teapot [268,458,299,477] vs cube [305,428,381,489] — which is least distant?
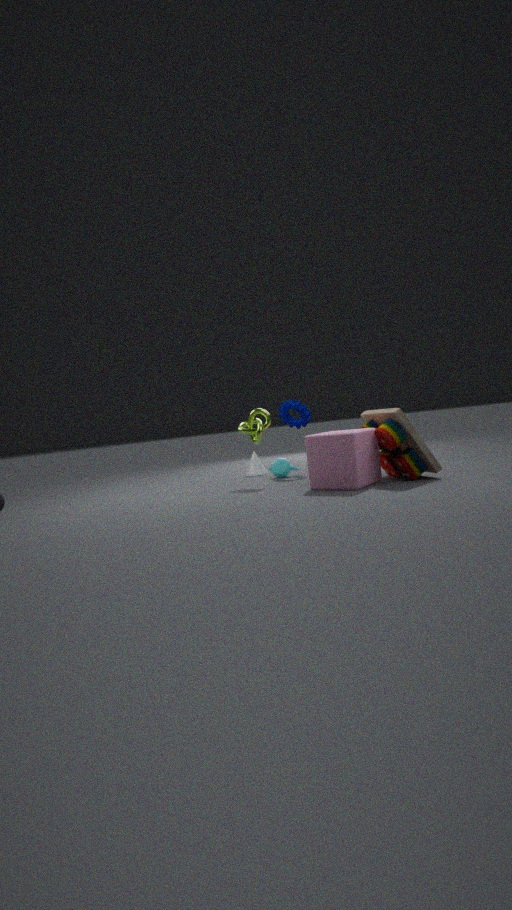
cube [305,428,381,489]
